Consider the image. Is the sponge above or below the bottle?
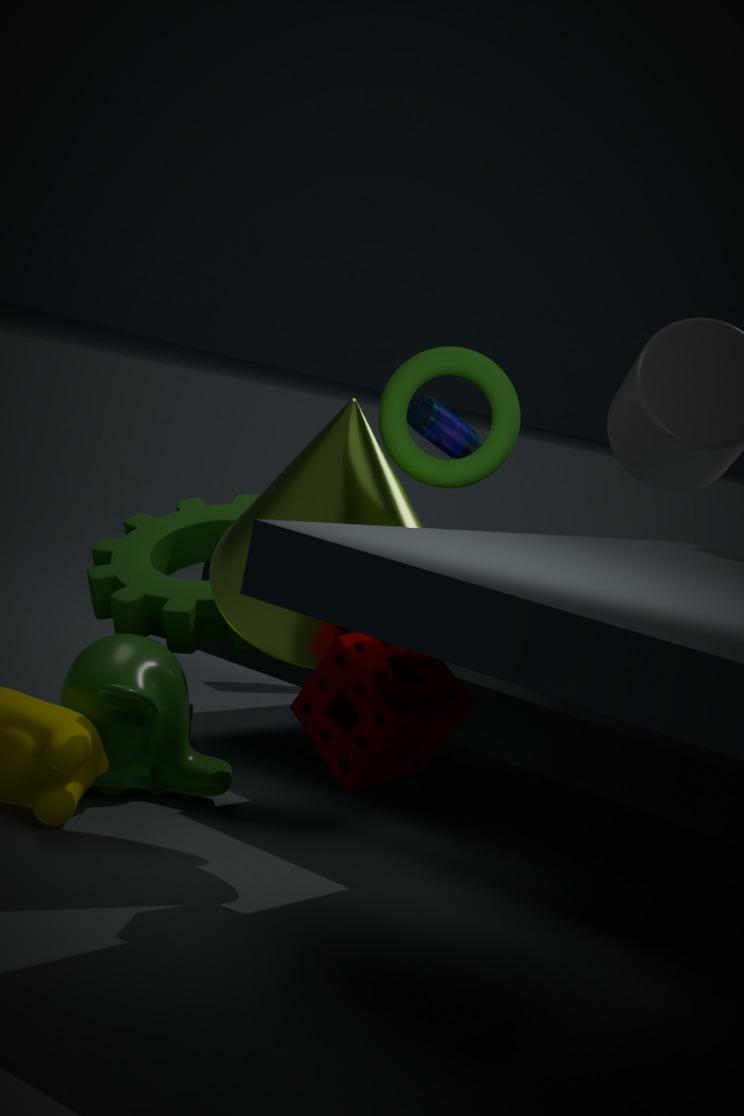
below
